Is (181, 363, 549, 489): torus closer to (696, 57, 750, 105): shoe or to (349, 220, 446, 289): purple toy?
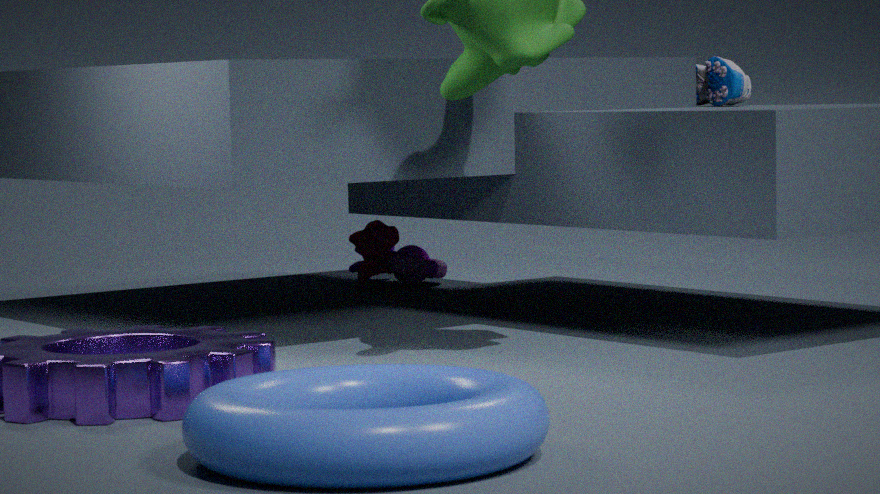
(696, 57, 750, 105): shoe
